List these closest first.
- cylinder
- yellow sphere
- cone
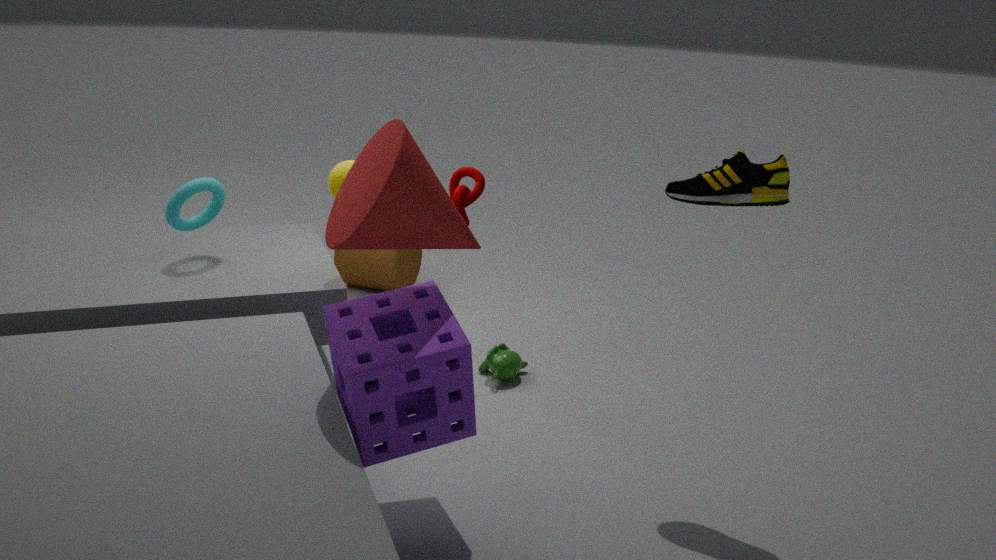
cone
yellow sphere
cylinder
